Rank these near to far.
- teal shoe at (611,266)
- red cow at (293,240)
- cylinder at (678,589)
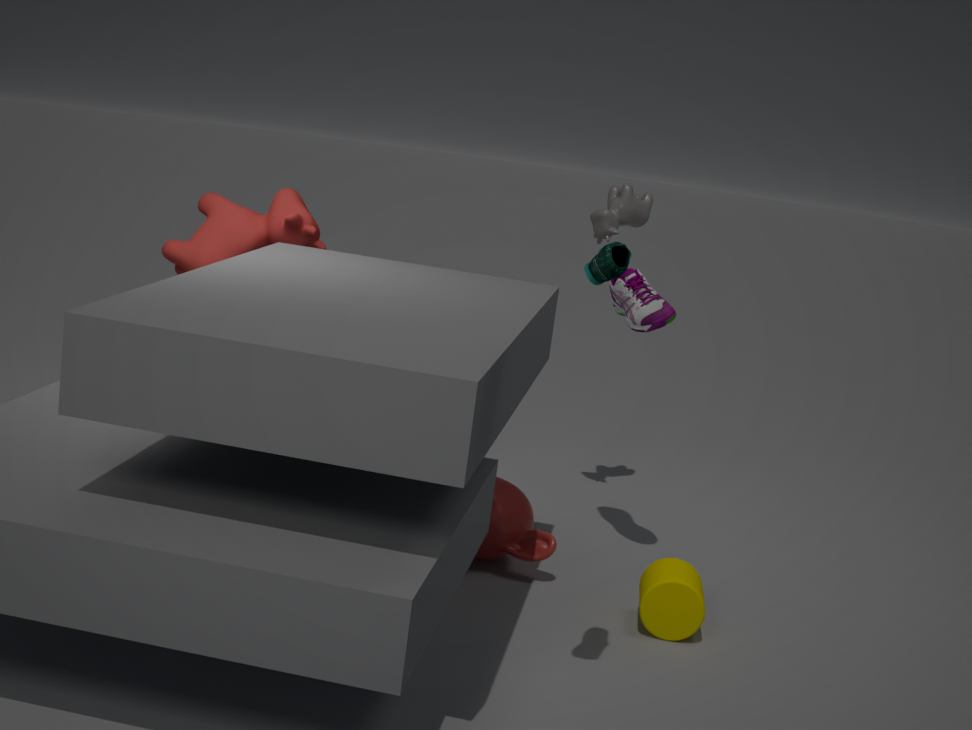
teal shoe at (611,266) → cylinder at (678,589) → red cow at (293,240)
